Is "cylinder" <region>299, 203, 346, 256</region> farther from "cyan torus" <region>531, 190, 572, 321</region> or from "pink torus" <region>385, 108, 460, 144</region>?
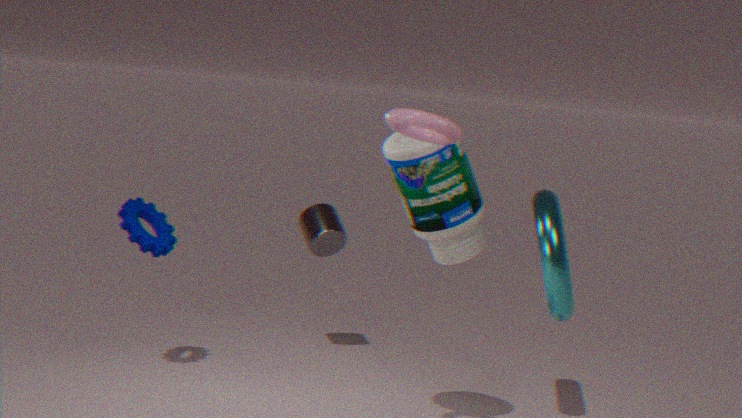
"pink torus" <region>385, 108, 460, 144</region>
